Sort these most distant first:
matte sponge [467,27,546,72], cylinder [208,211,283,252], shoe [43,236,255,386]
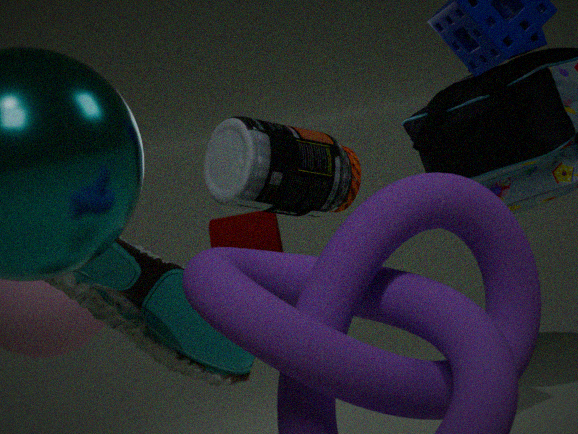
cylinder [208,211,283,252]
matte sponge [467,27,546,72]
shoe [43,236,255,386]
